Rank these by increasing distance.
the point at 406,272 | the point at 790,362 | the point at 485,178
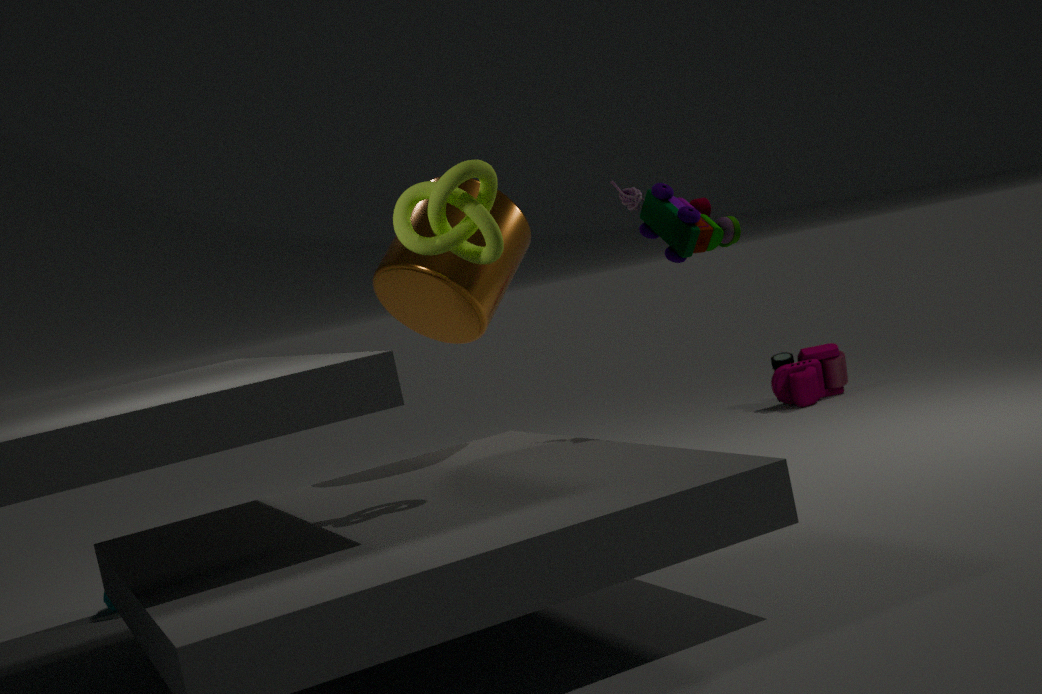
the point at 485,178
the point at 406,272
the point at 790,362
